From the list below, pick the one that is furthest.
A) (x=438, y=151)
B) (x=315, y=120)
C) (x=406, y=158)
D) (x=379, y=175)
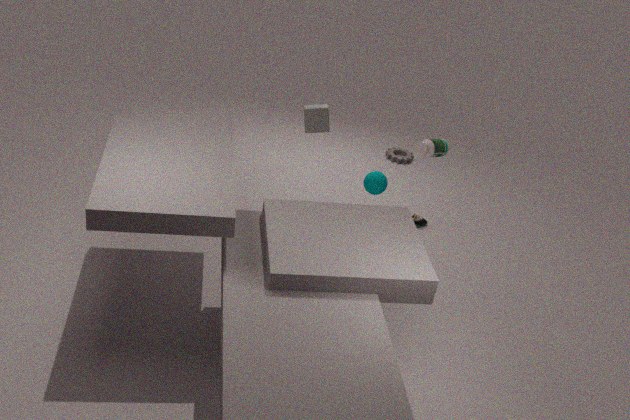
(x=406, y=158)
